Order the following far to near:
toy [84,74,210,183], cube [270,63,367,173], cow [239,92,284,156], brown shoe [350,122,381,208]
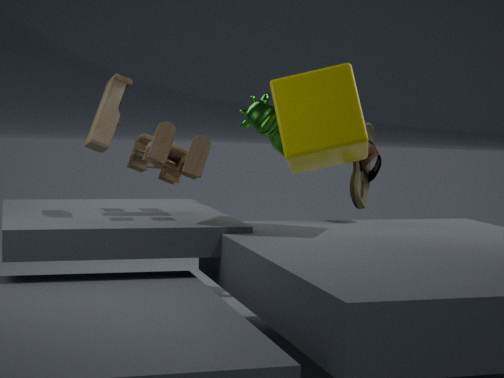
cow [239,92,284,156] → brown shoe [350,122,381,208] → toy [84,74,210,183] → cube [270,63,367,173]
